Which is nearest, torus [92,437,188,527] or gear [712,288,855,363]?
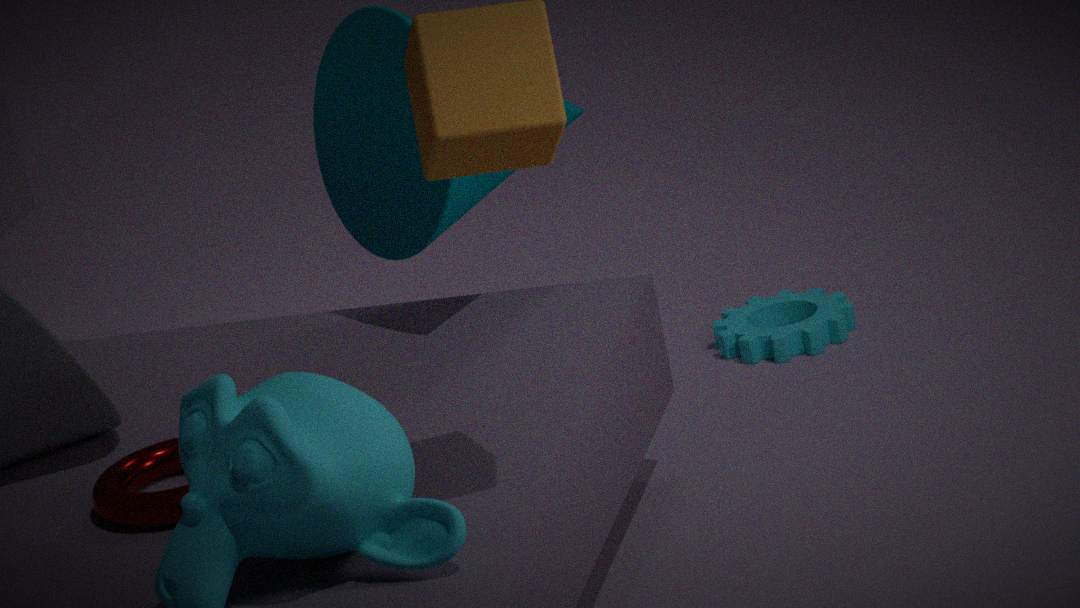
torus [92,437,188,527]
